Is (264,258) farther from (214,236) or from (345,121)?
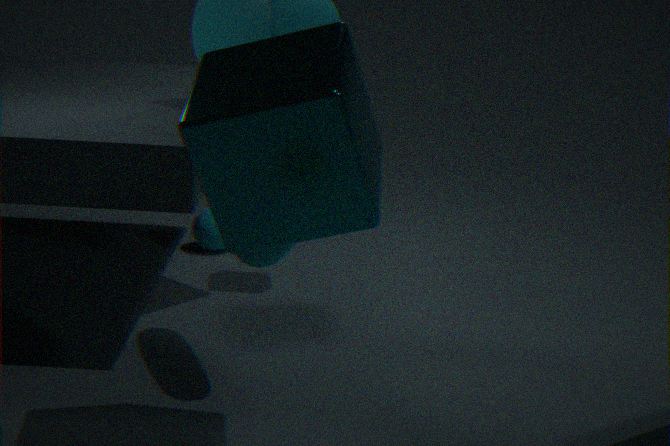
(214,236)
